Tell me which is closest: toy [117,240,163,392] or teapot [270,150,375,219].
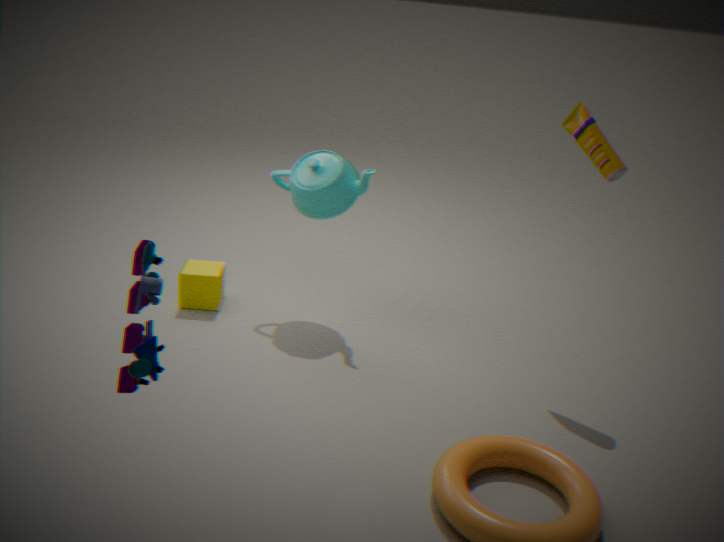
toy [117,240,163,392]
